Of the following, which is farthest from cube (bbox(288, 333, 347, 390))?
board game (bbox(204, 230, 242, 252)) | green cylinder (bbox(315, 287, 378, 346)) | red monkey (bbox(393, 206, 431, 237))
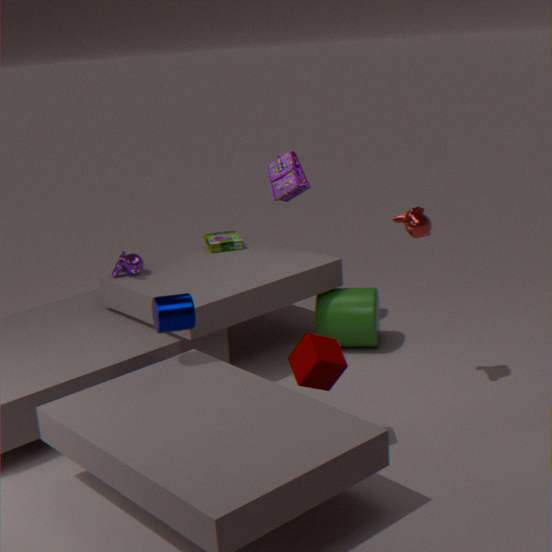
board game (bbox(204, 230, 242, 252))
